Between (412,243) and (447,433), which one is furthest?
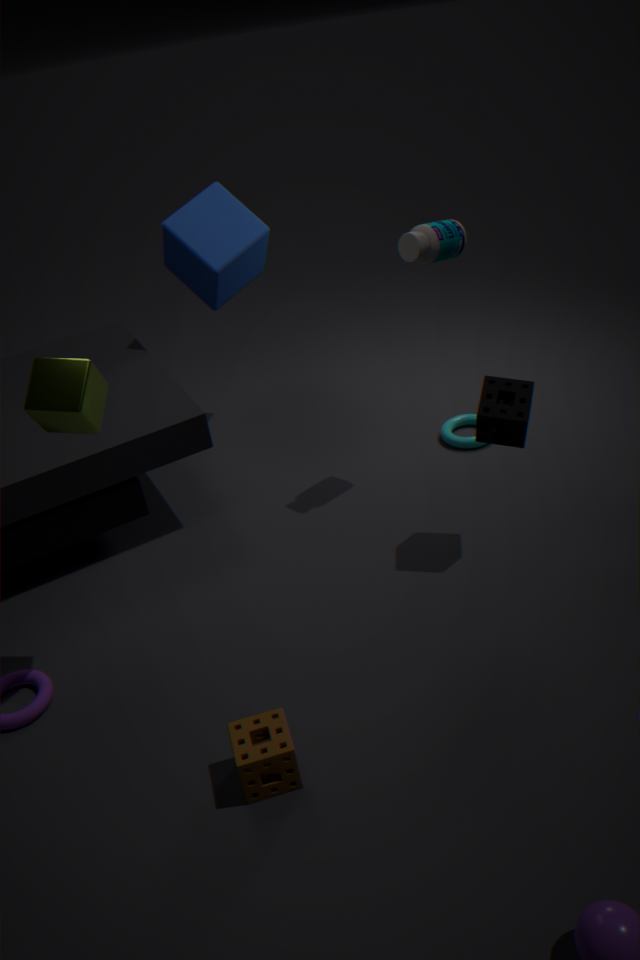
(447,433)
